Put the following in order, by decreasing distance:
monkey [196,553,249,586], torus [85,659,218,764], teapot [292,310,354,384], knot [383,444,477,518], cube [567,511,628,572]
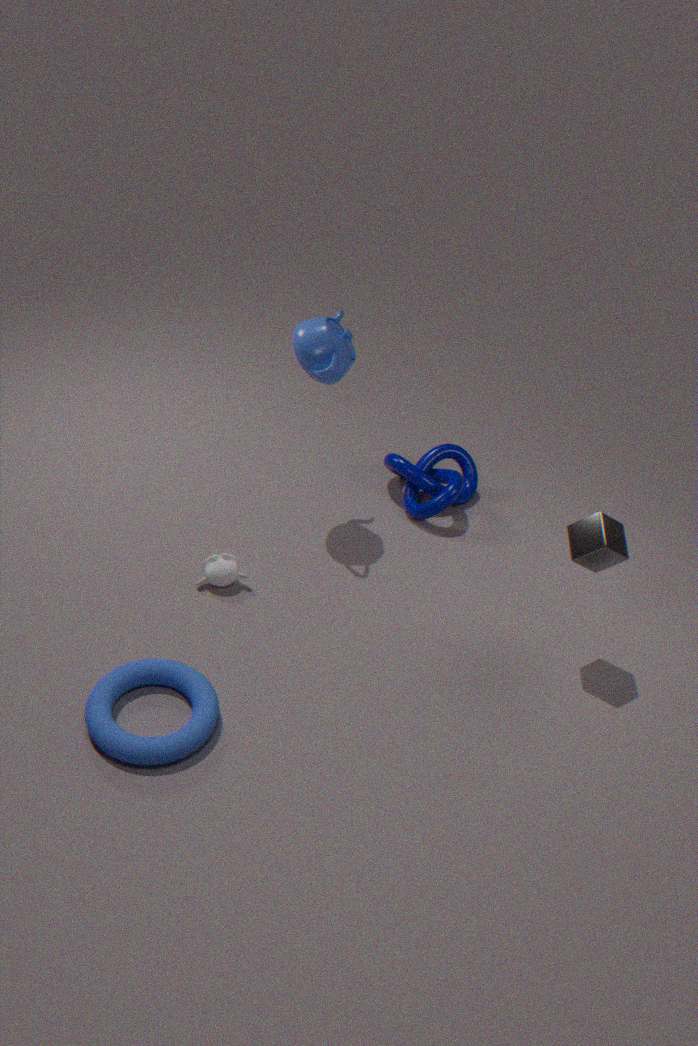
knot [383,444,477,518] < monkey [196,553,249,586] < teapot [292,310,354,384] < cube [567,511,628,572] < torus [85,659,218,764]
